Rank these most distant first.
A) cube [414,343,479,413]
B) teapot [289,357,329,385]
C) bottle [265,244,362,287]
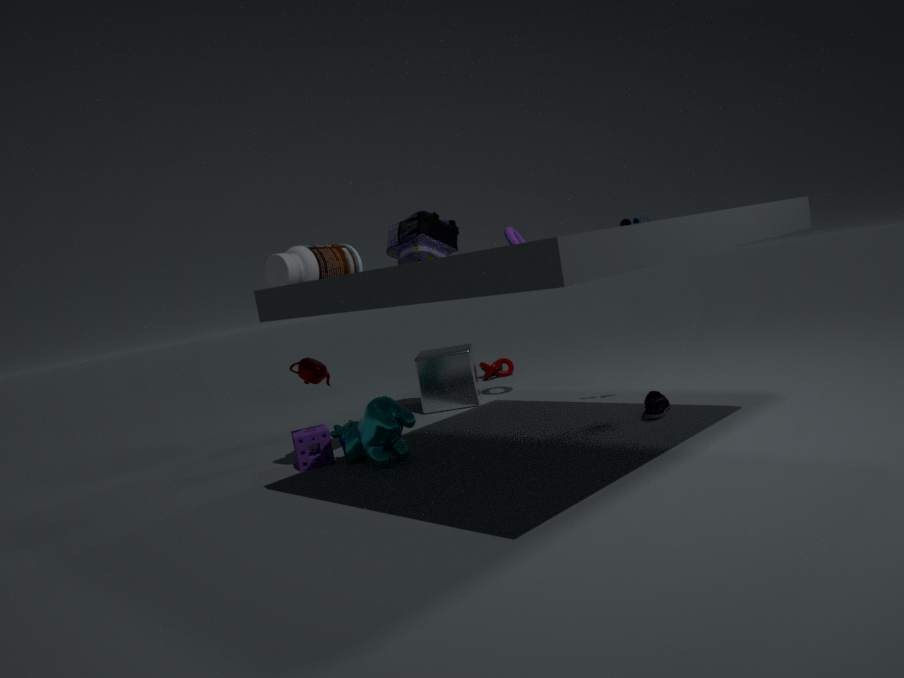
1. cube [414,343,479,413]
2. teapot [289,357,329,385]
3. bottle [265,244,362,287]
